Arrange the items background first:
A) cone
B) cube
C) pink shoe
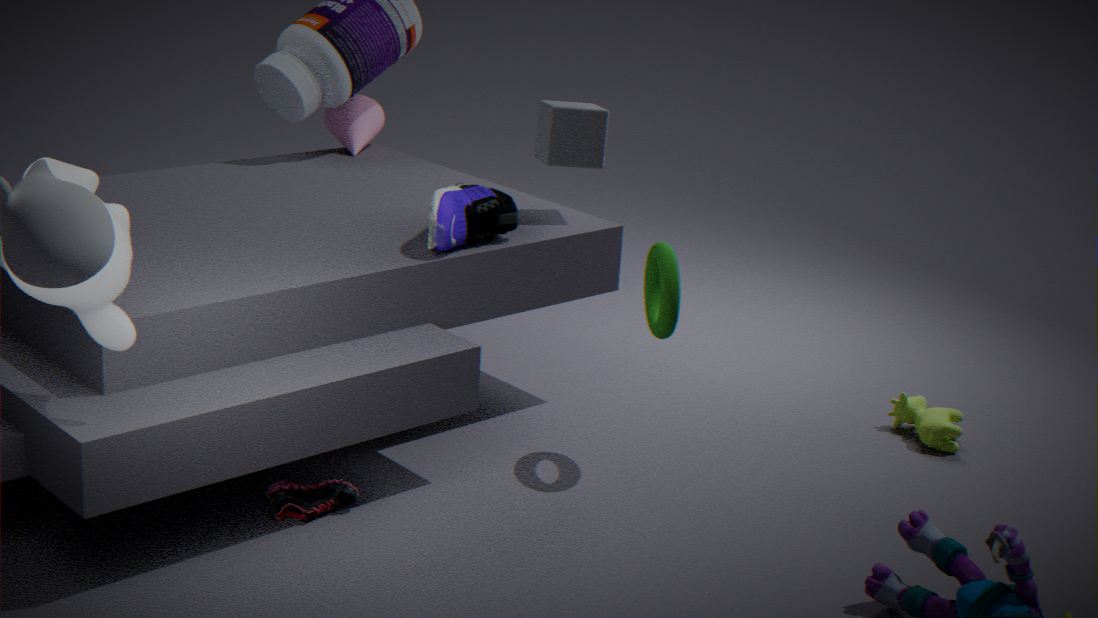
A. cone, B. cube, C. pink shoe
